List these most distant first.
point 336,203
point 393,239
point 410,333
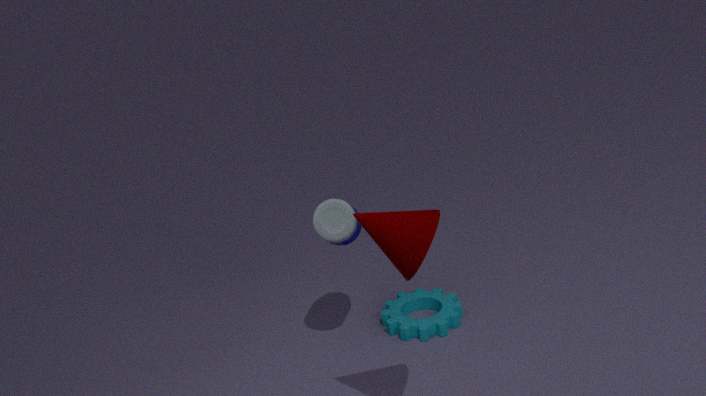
point 410,333 < point 336,203 < point 393,239
